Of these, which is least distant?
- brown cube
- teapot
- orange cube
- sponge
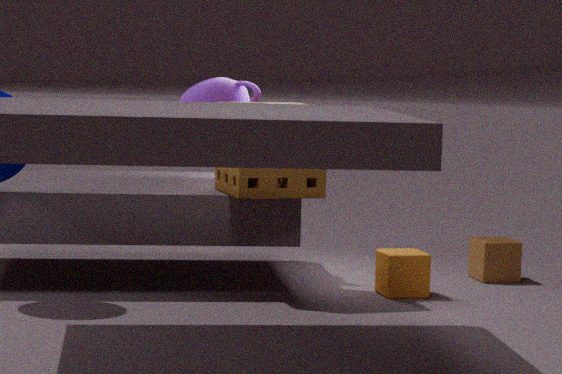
sponge
